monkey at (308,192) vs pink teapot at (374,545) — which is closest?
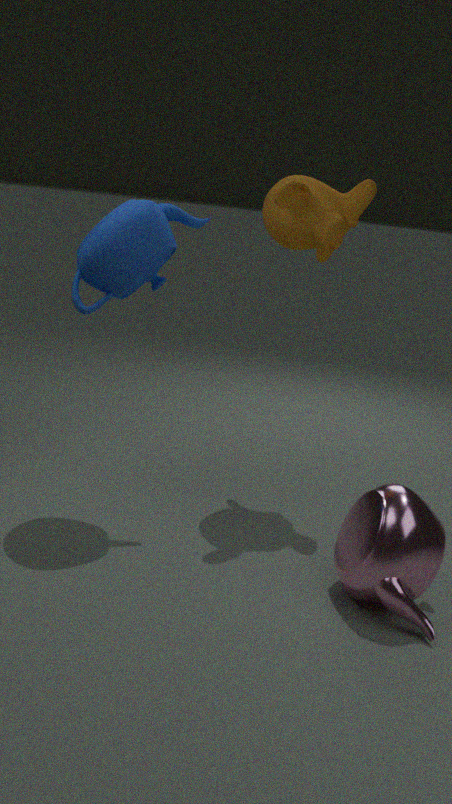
pink teapot at (374,545)
